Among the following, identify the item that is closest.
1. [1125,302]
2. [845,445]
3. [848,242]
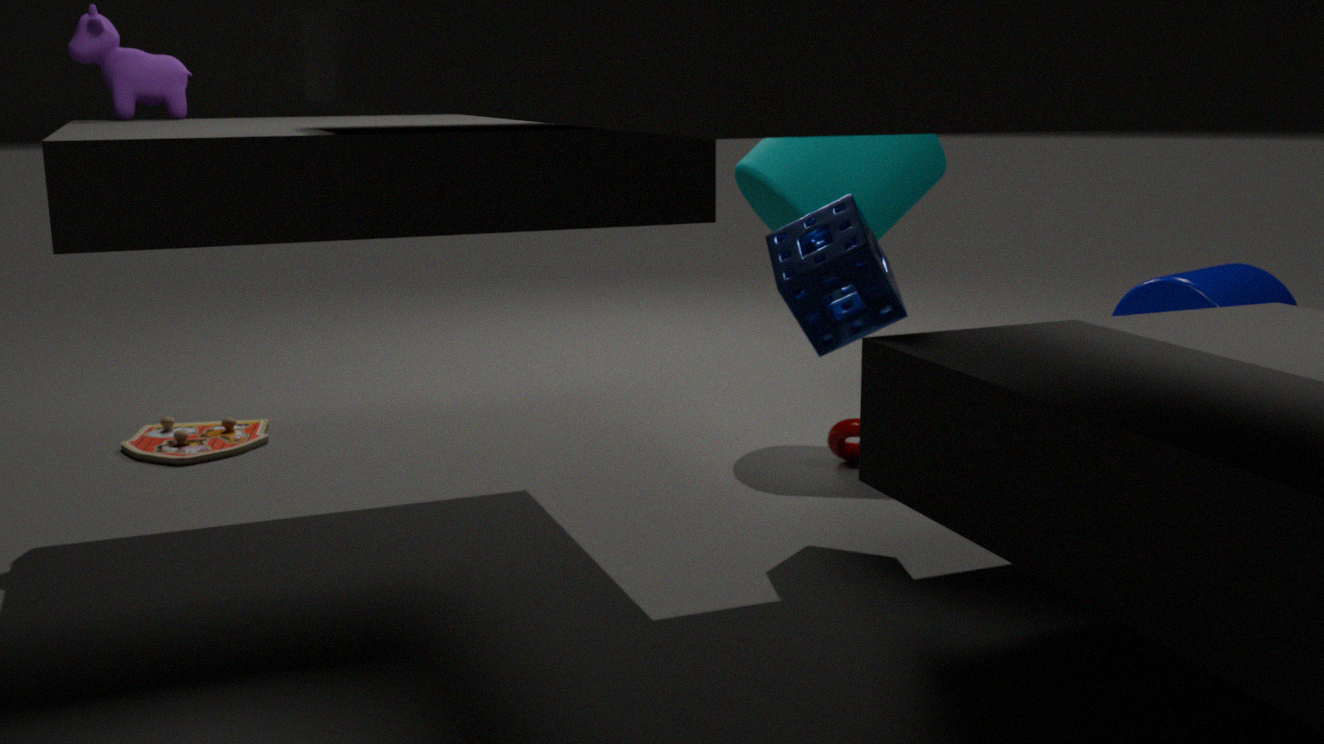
[848,242]
